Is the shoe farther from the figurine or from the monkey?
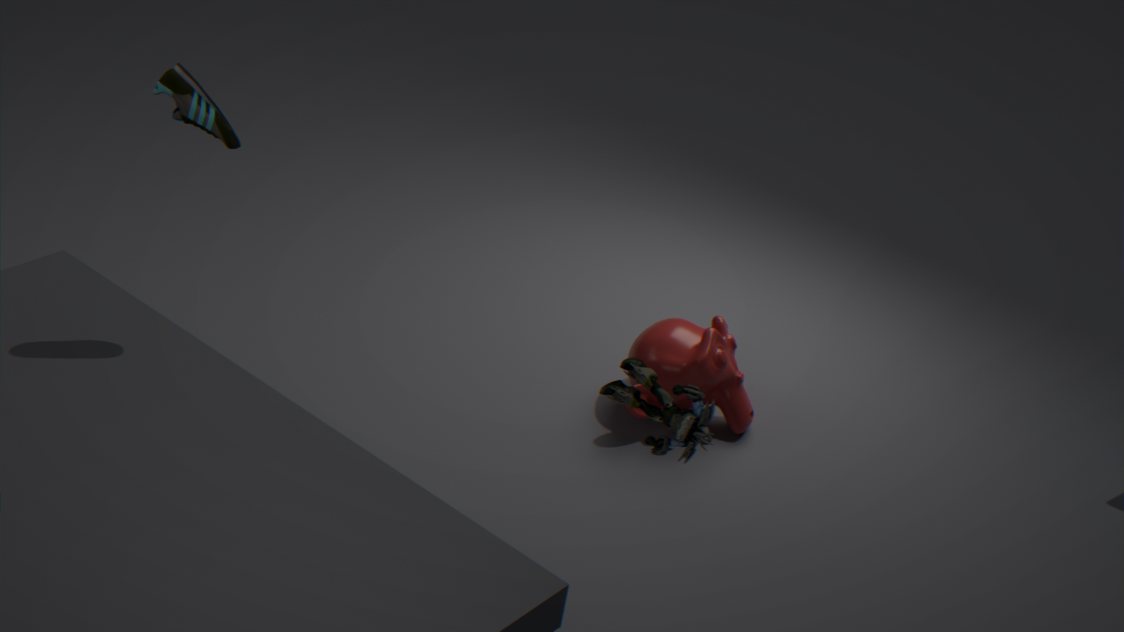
the monkey
